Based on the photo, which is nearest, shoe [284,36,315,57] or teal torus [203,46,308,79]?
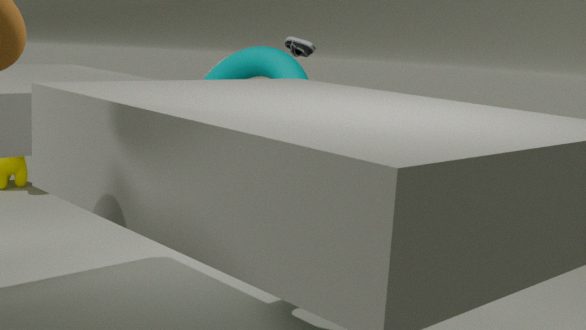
teal torus [203,46,308,79]
